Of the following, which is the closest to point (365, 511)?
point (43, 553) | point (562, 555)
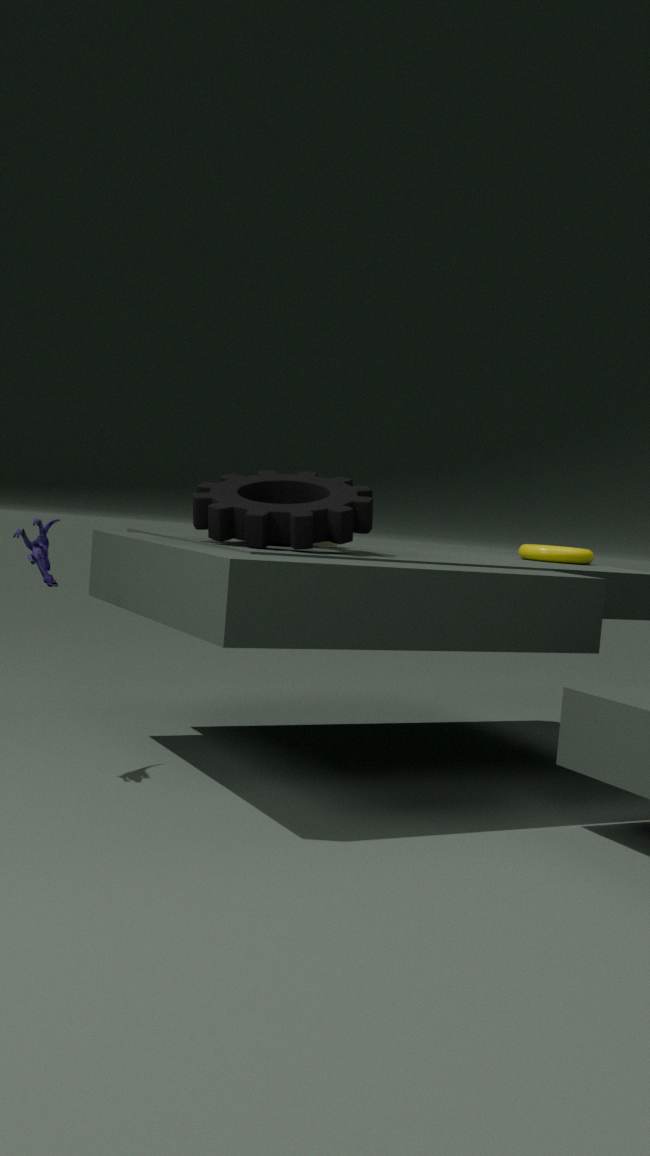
point (43, 553)
